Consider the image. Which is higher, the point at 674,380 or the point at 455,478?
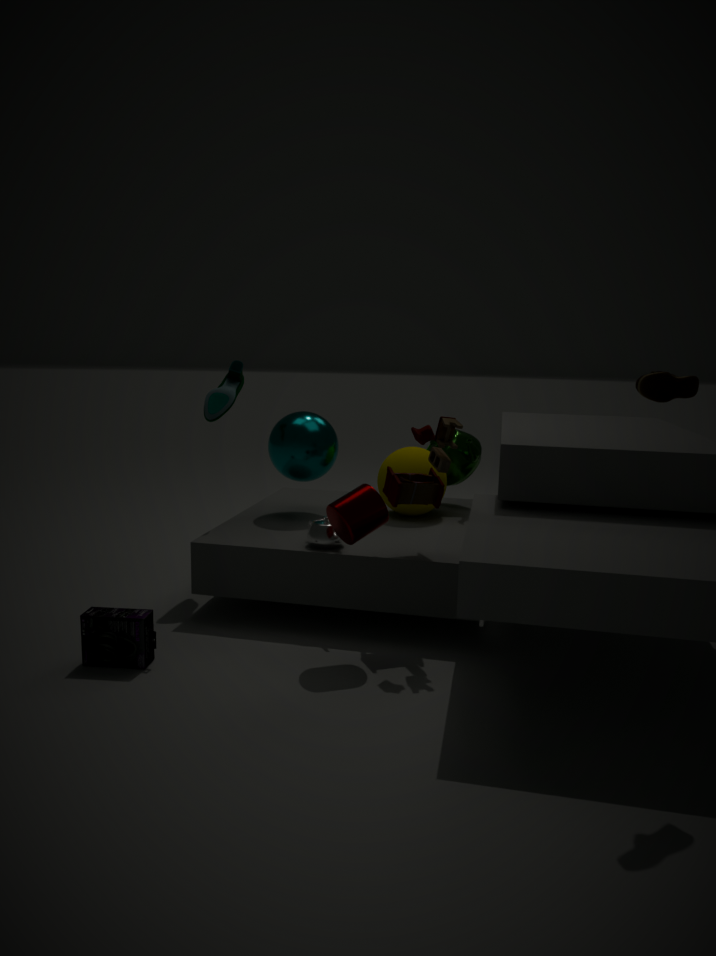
the point at 674,380
